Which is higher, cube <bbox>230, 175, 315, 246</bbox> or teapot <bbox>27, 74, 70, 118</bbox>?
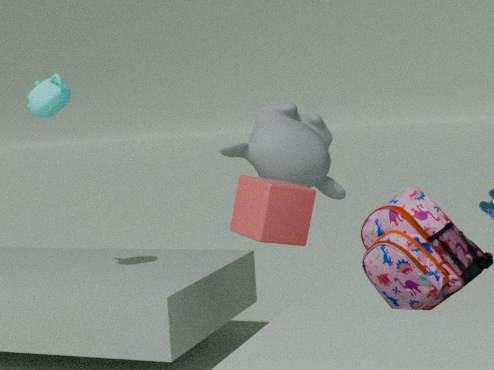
teapot <bbox>27, 74, 70, 118</bbox>
